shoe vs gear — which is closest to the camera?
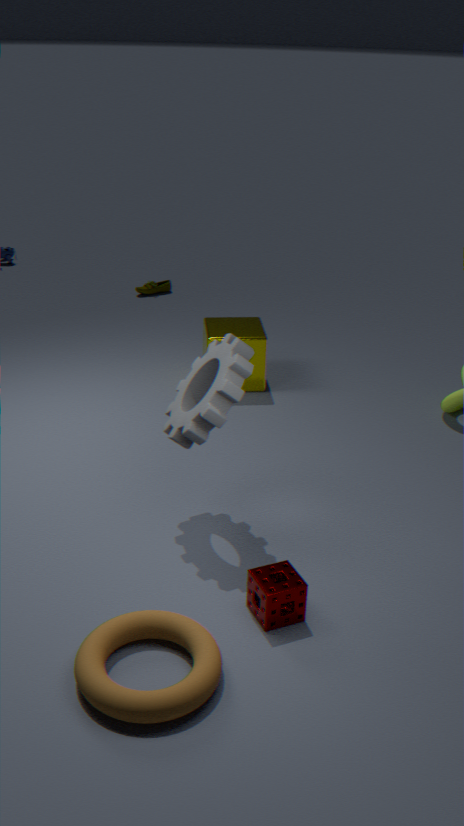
gear
